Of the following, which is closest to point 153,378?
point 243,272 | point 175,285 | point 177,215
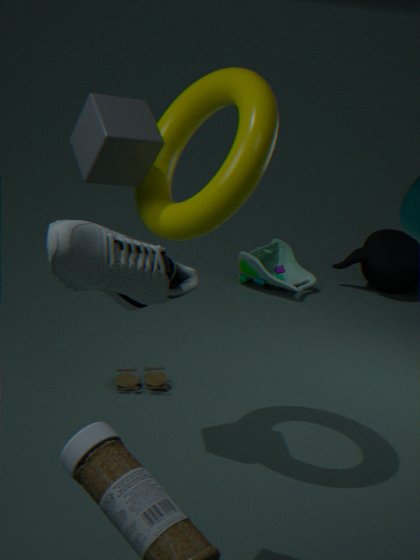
point 177,215
